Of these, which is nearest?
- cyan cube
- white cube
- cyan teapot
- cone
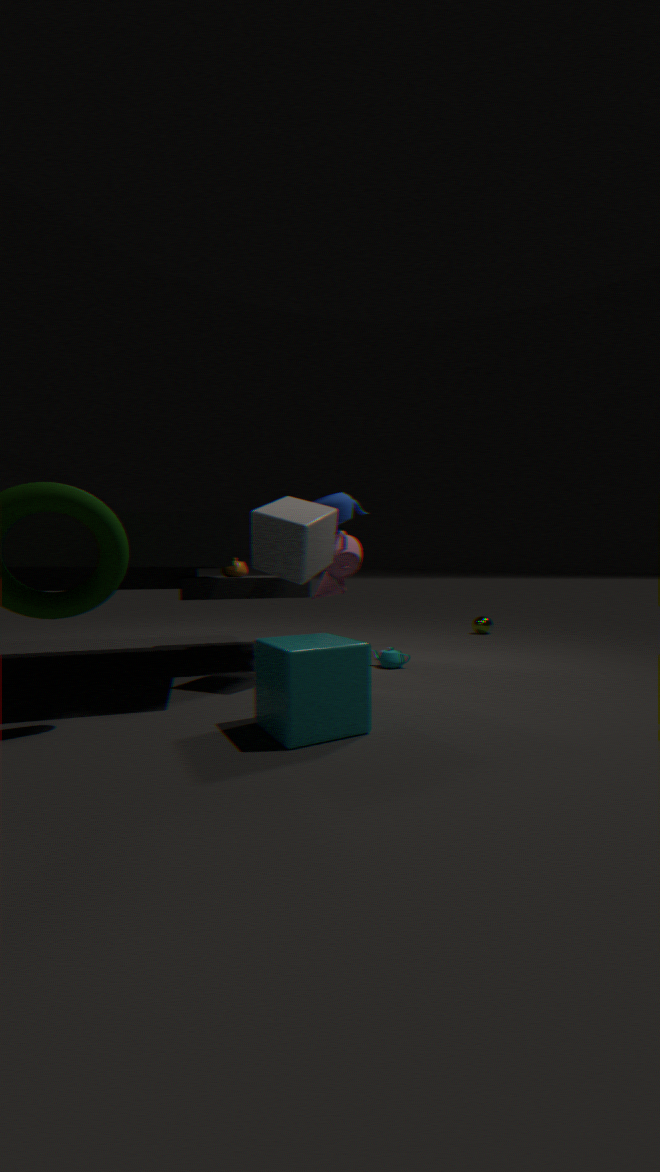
cyan cube
